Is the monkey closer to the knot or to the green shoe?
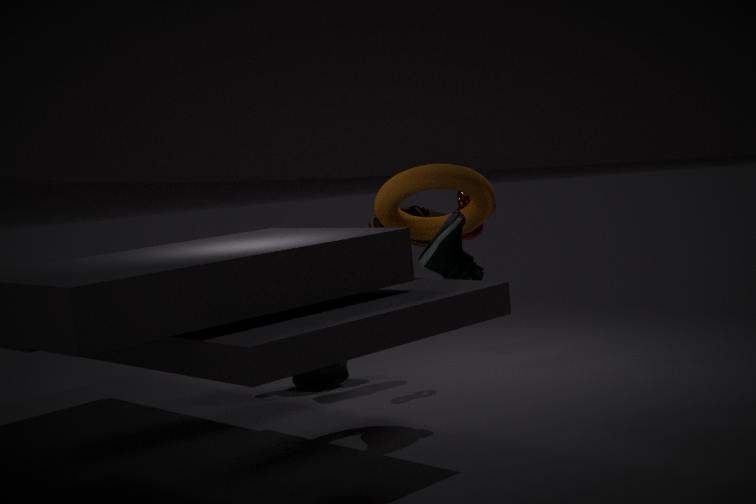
the knot
